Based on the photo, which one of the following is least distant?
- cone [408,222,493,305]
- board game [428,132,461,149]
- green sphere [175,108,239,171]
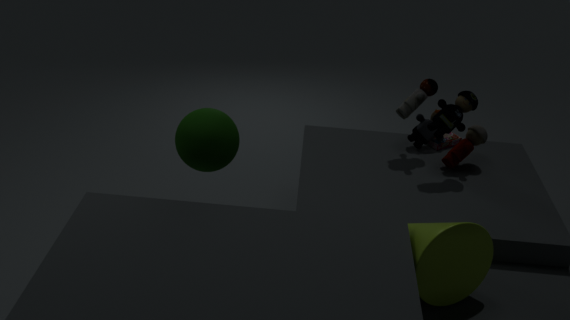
cone [408,222,493,305]
